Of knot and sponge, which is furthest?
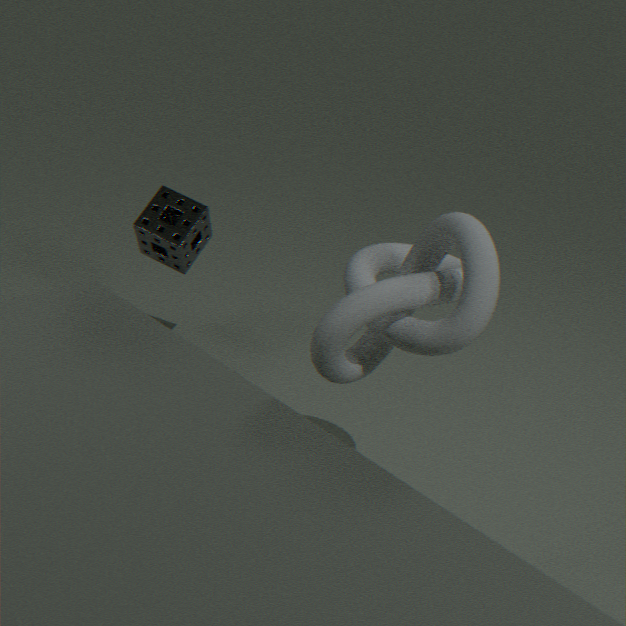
sponge
